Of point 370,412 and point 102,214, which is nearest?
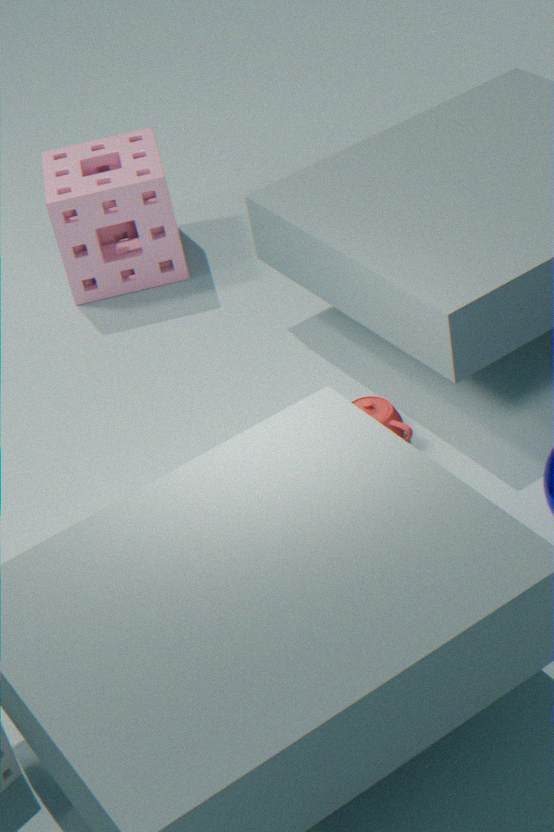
point 370,412
